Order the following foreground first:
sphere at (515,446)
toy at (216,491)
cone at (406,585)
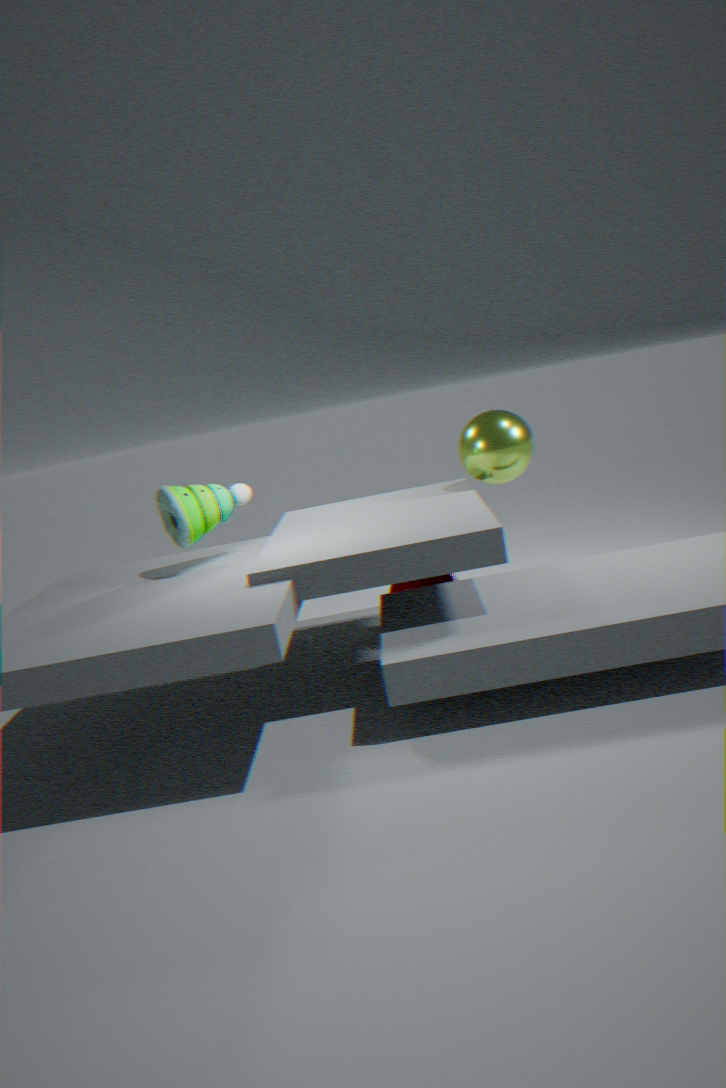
1. toy at (216,491)
2. cone at (406,585)
3. sphere at (515,446)
